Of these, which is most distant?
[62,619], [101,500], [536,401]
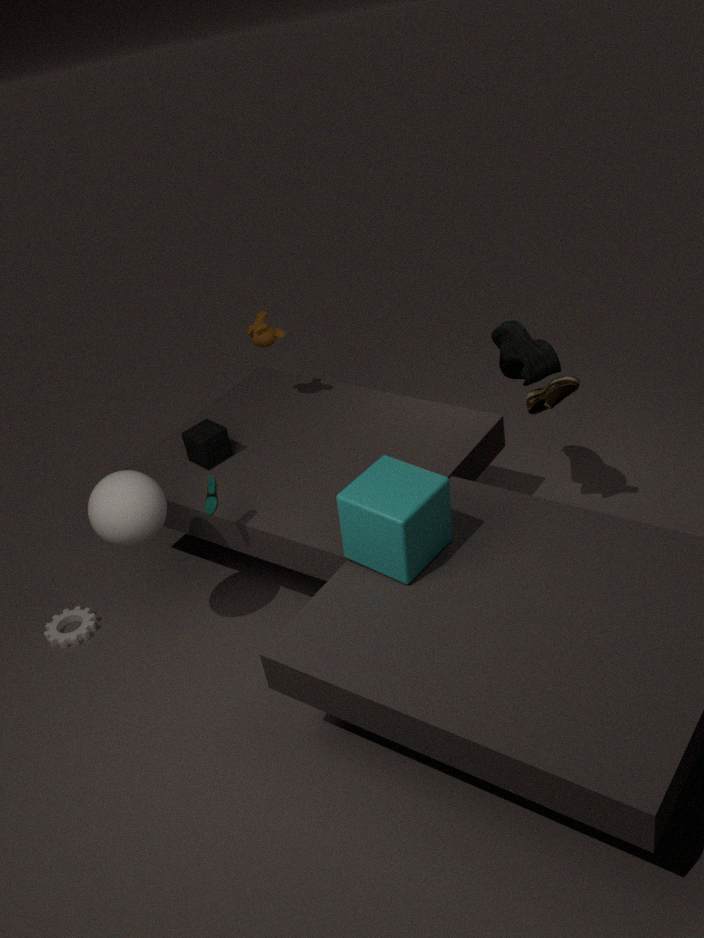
[62,619]
